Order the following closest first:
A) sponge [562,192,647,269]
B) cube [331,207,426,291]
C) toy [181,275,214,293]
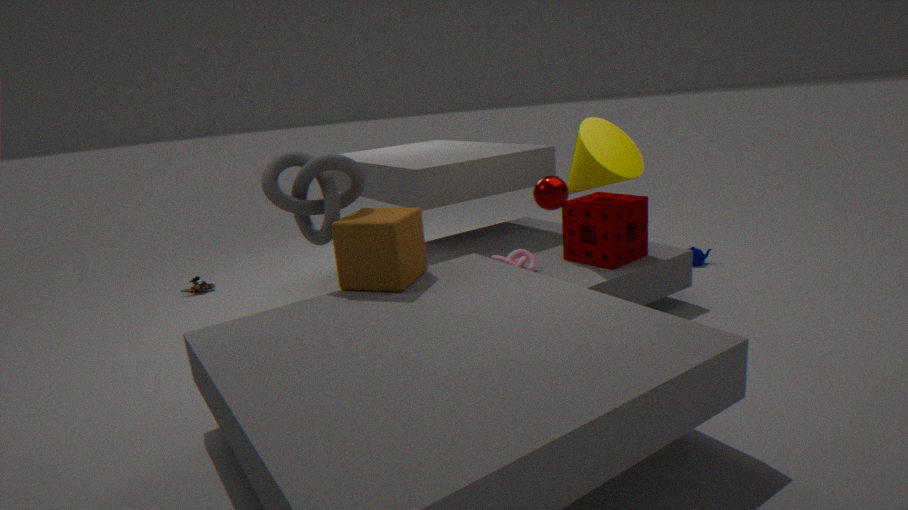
cube [331,207,426,291]
sponge [562,192,647,269]
toy [181,275,214,293]
